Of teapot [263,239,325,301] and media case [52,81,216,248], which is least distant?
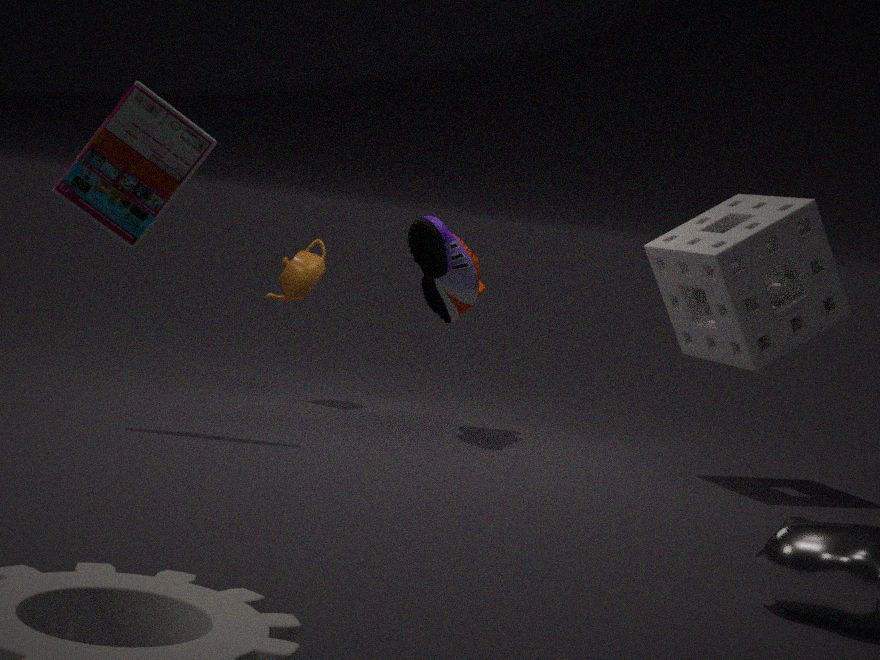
media case [52,81,216,248]
